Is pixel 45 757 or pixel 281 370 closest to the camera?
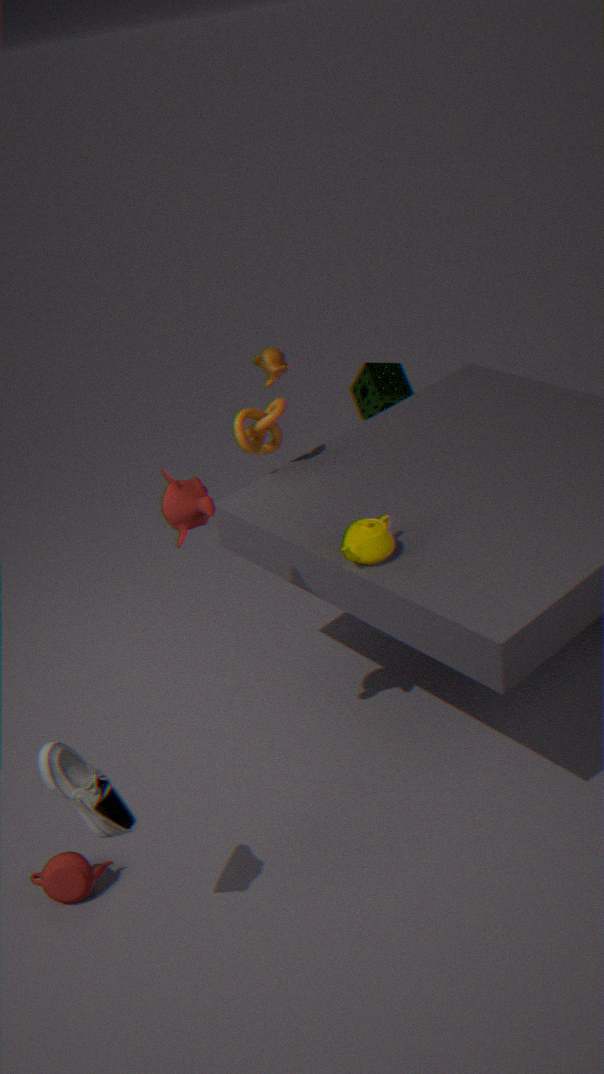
pixel 45 757
